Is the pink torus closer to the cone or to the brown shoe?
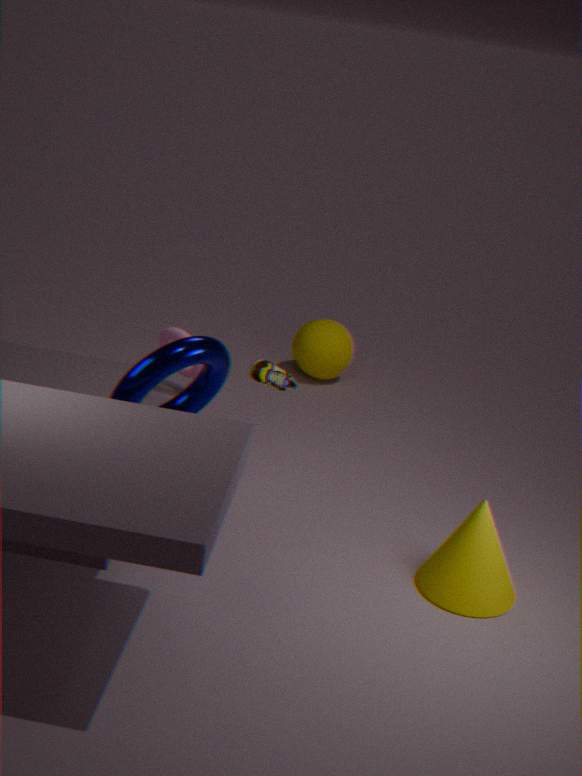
the brown shoe
